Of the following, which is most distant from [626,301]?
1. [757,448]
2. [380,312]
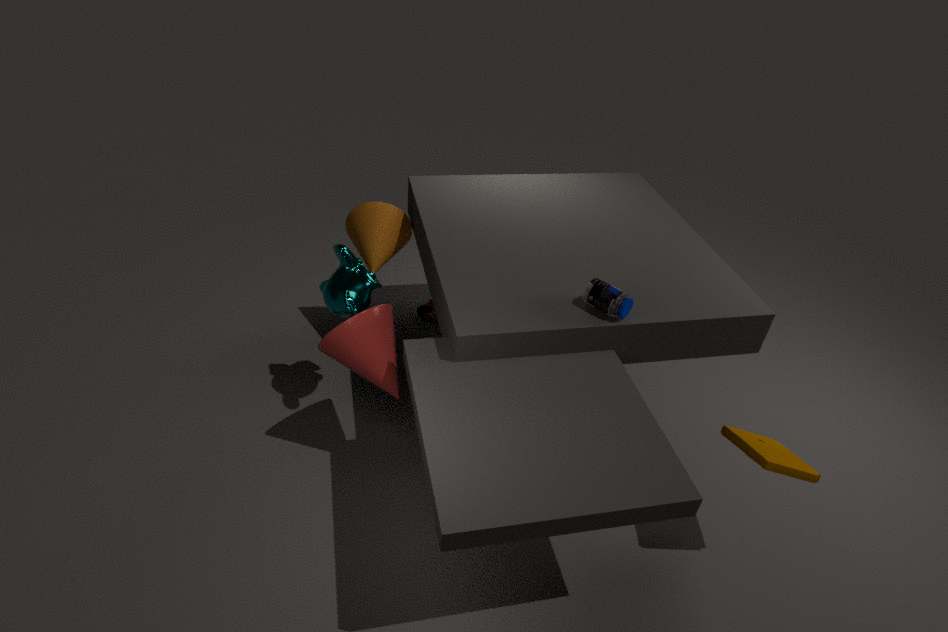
[380,312]
